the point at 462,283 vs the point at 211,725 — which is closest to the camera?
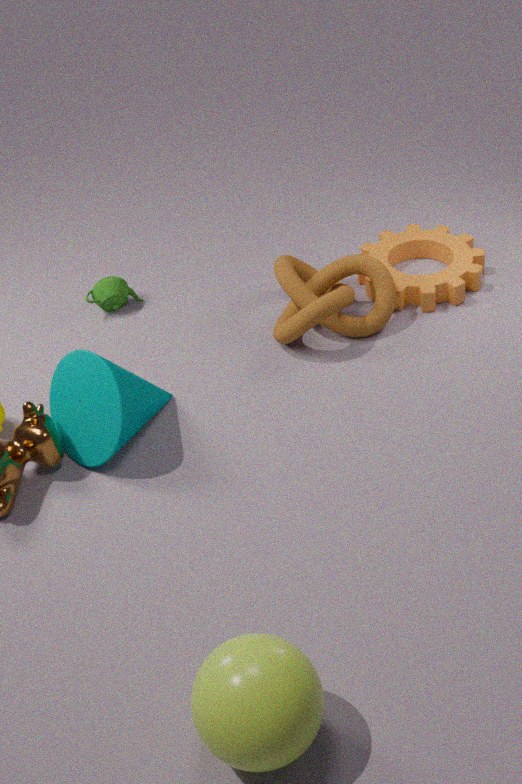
the point at 211,725
